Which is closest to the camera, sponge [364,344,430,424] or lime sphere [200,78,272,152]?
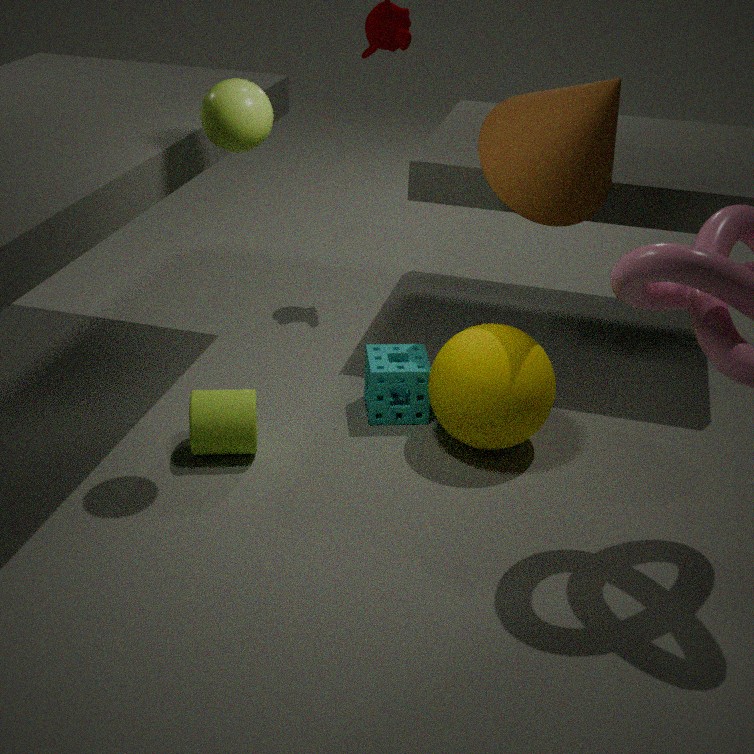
lime sphere [200,78,272,152]
